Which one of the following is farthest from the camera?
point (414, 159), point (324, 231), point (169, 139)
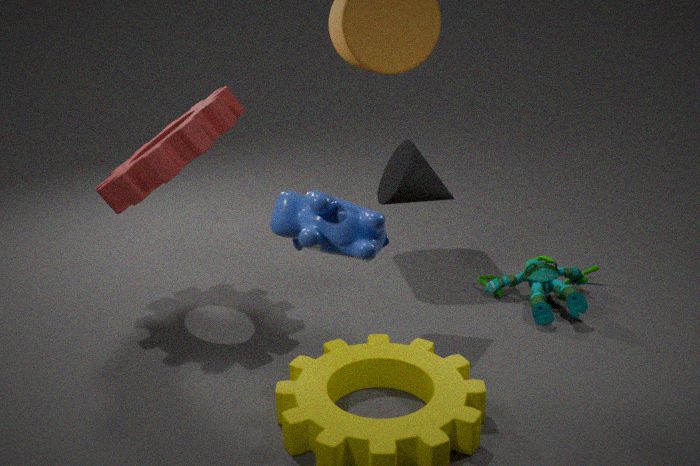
point (169, 139)
